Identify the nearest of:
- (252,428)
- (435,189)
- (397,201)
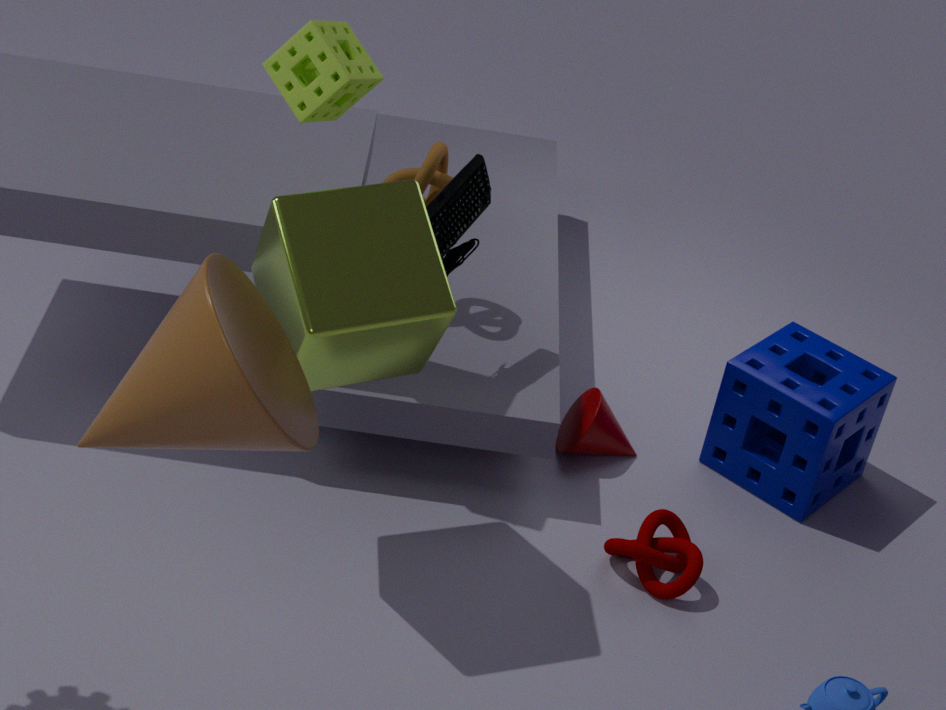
(252,428)
